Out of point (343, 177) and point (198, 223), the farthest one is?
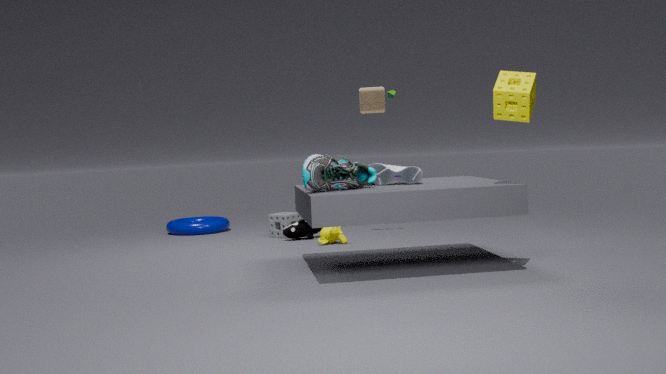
point (198, 223)
